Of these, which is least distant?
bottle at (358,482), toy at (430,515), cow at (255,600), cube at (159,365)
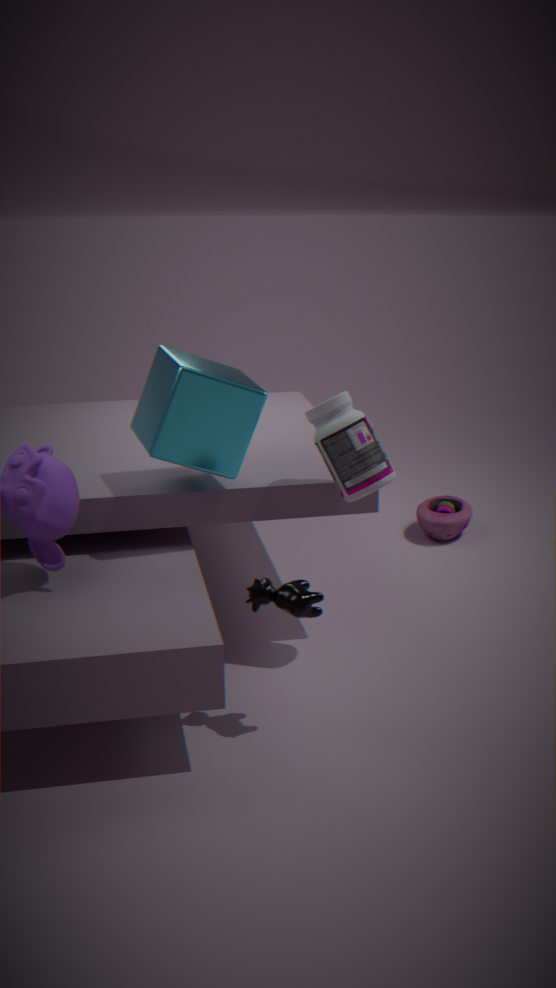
cow at (255,600)
